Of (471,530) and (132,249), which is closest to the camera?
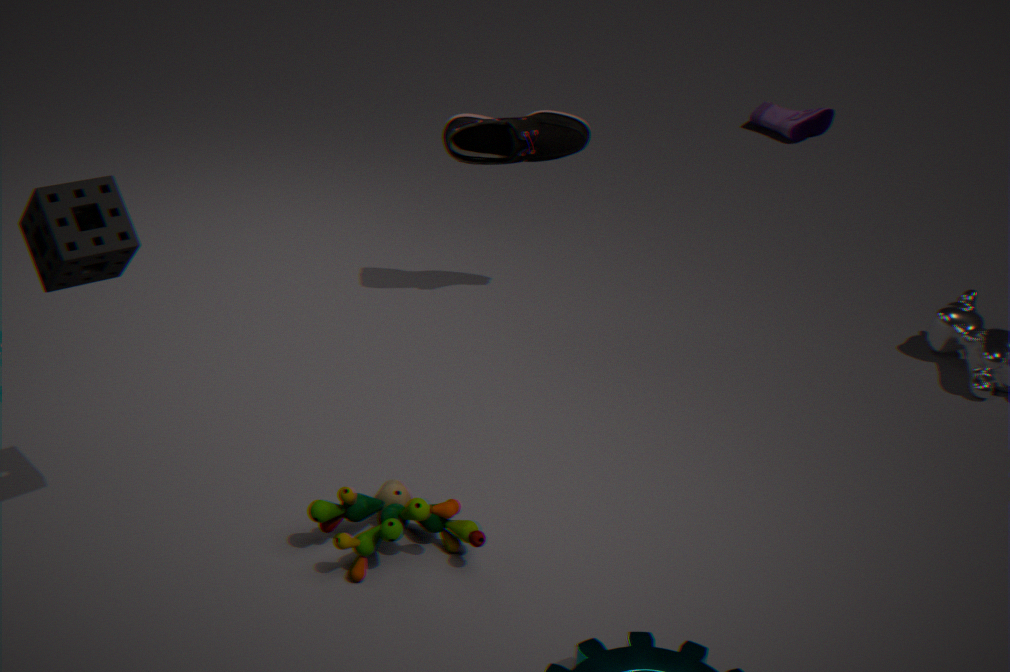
(132,249)
